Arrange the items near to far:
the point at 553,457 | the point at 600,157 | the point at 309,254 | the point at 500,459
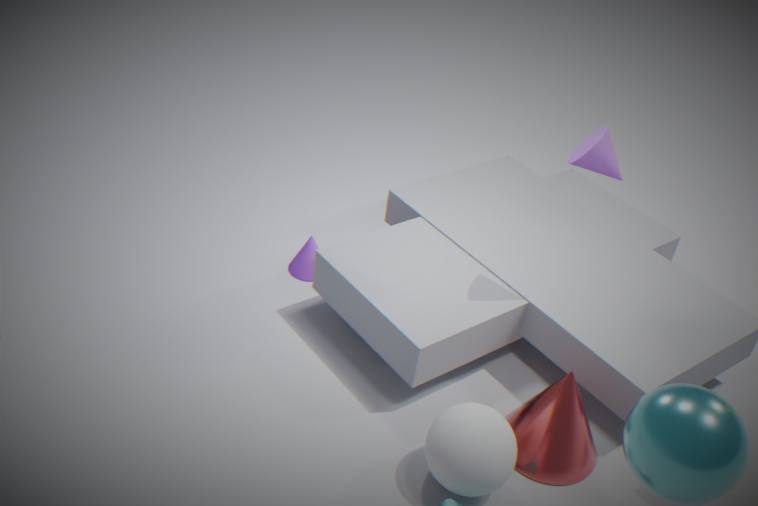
the point at 500,459 < the point at 553,457 < the point at 600,157 < the point at 309,254
